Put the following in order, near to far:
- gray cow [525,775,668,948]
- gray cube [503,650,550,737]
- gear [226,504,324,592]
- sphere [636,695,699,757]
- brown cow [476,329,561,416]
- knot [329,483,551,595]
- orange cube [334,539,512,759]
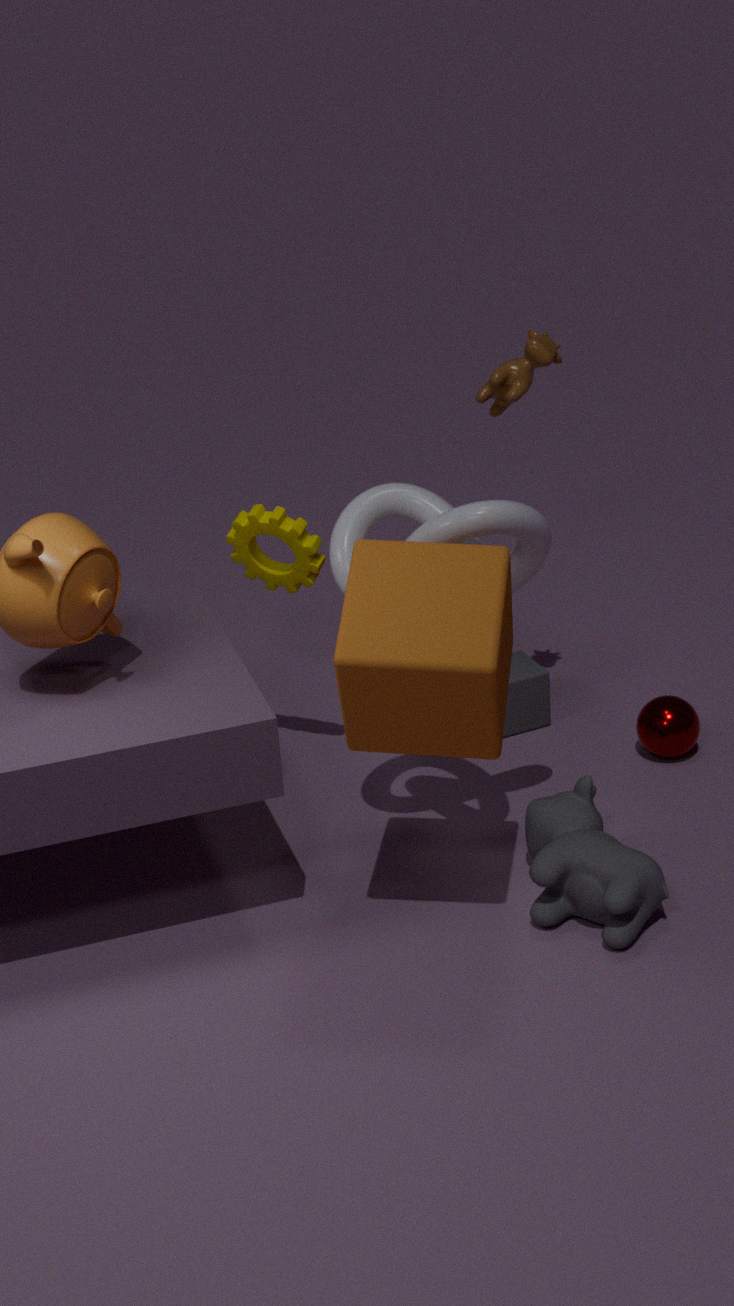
orange cube [334,539,512,759] < knot [329,483,551,595] < gray cow [525,775,668,948] < brown cow [476,329,561,416] < gear [226,504,324,592] < sphere [636,695,699,757] < gray cube [503,650,550,737]
